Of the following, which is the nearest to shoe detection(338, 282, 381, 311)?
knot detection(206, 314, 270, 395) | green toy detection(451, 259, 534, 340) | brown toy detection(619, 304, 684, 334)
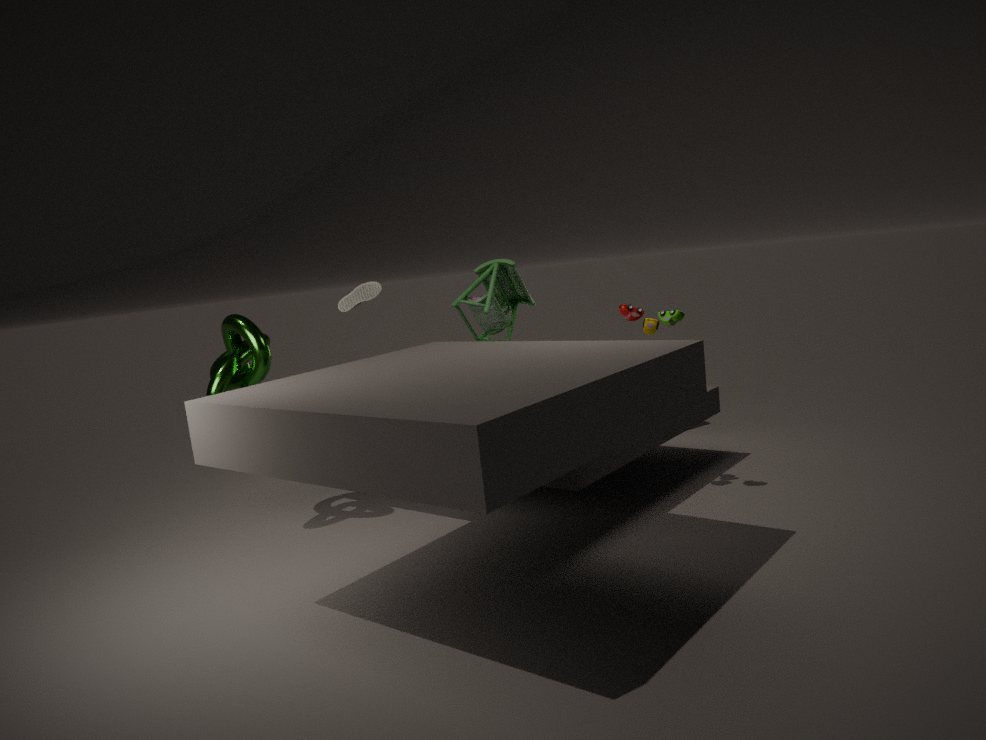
knot detection(206, 314, 270, 395)
